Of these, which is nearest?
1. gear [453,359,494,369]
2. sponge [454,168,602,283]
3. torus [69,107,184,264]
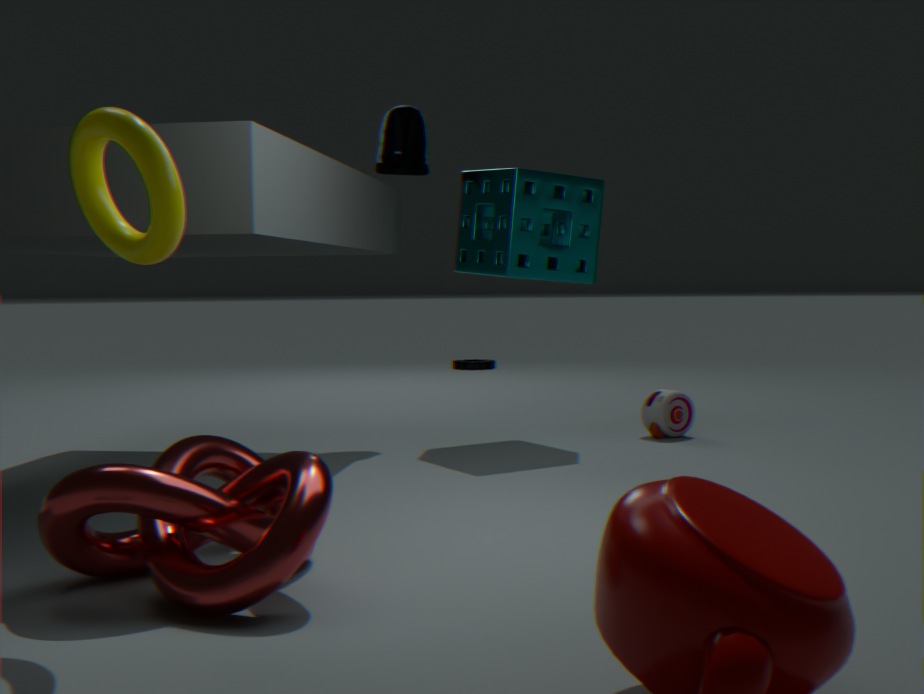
torus [69,107,184,264]
